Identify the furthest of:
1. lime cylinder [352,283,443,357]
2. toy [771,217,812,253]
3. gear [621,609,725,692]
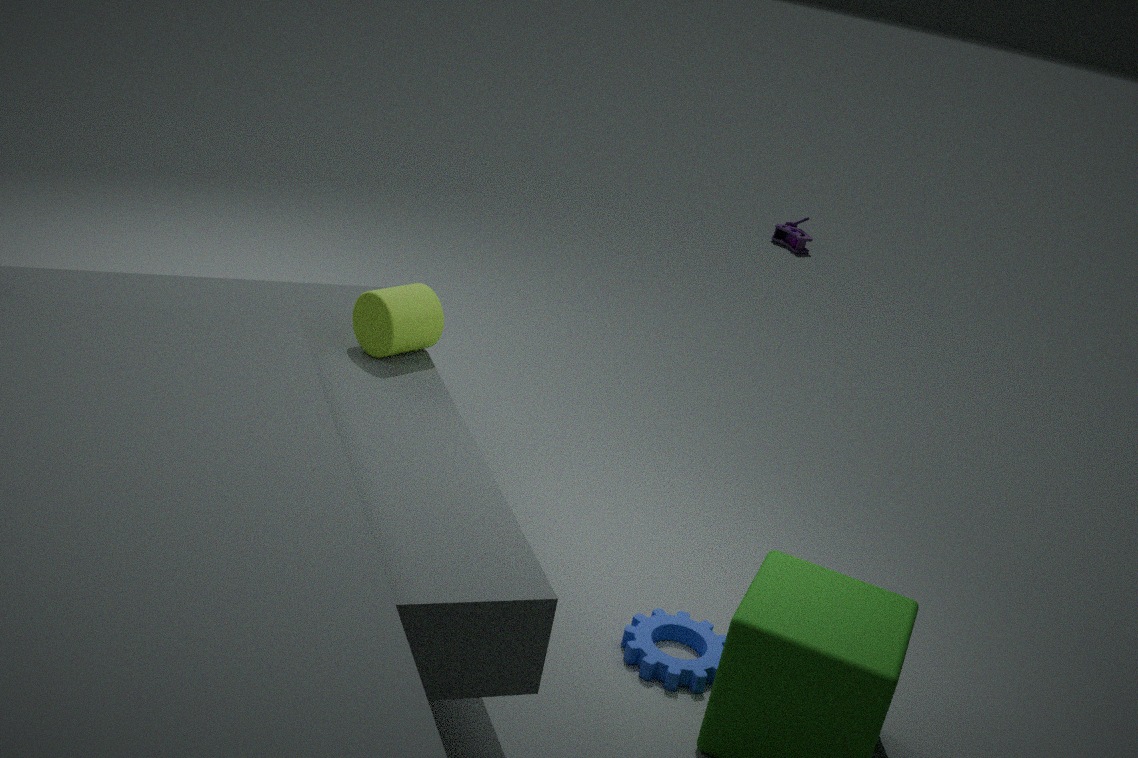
toy [771,217,812,253]
